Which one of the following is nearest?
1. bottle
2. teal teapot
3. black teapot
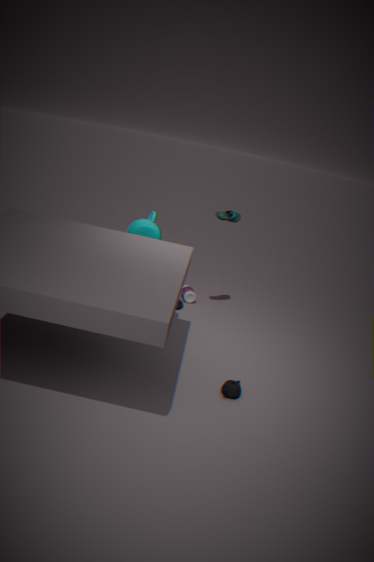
black teapot
